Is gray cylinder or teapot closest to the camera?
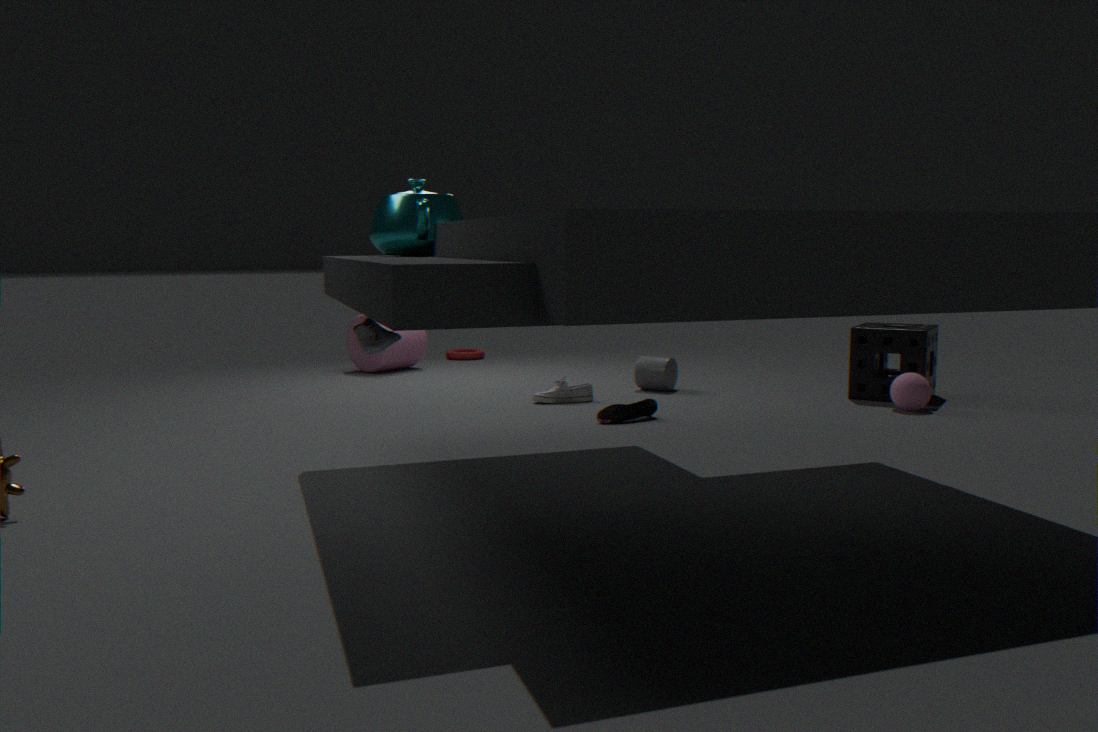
teapot
